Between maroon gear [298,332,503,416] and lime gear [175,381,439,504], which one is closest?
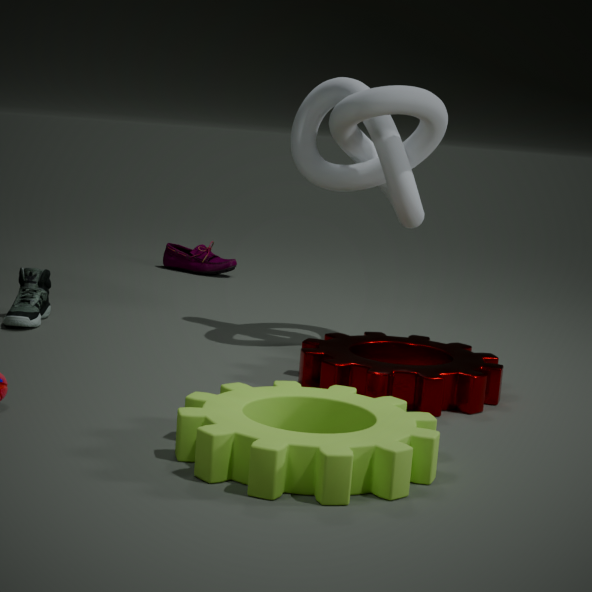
lime gear [175,381,439,504]
